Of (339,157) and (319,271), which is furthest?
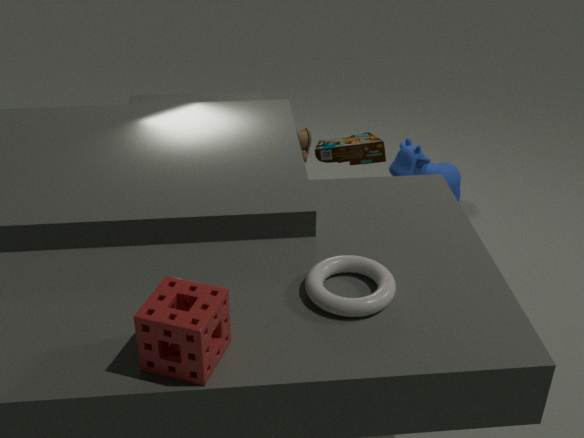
(339,157)
